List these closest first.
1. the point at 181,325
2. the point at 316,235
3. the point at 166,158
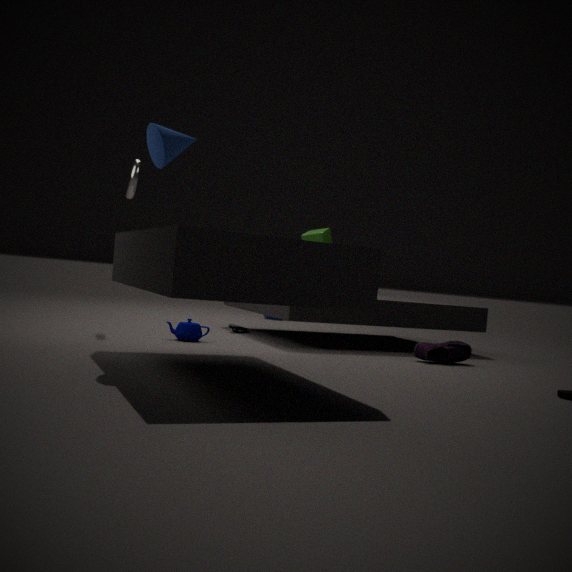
the point at 166,158 < the point at 181,325 < the point at 316,235
